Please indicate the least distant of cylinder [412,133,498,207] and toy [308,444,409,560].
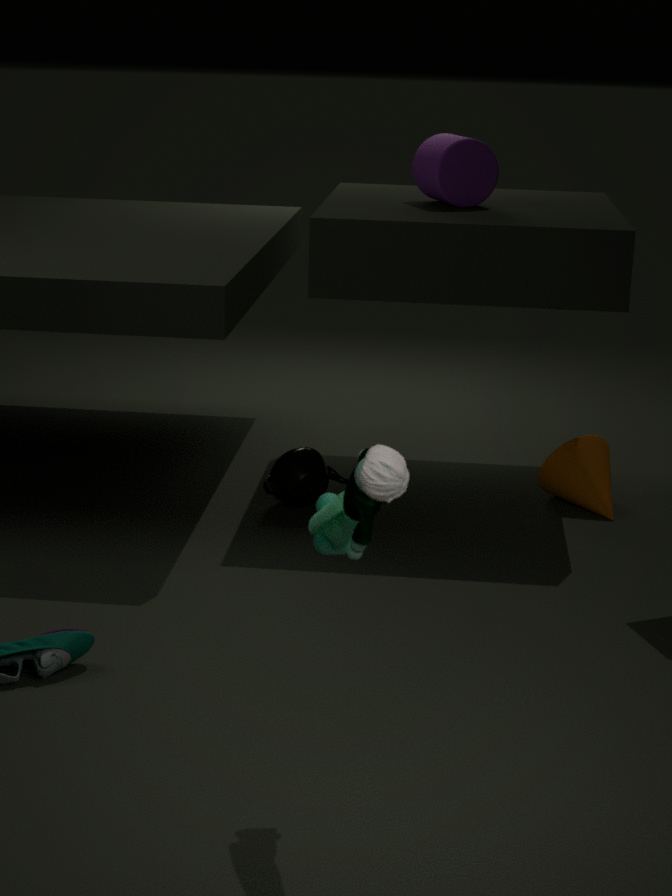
toy [308,444,409,560]
